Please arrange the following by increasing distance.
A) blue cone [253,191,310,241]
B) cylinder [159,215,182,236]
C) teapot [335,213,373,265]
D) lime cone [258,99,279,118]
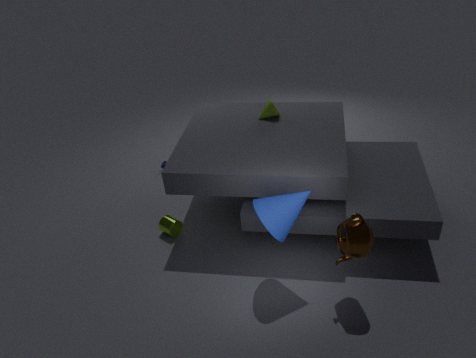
teapot [335,213,373,265] < blue cone [253,191,310,241] < cylinder [159,215,182,236] < lime cone [258,99,279,118]
